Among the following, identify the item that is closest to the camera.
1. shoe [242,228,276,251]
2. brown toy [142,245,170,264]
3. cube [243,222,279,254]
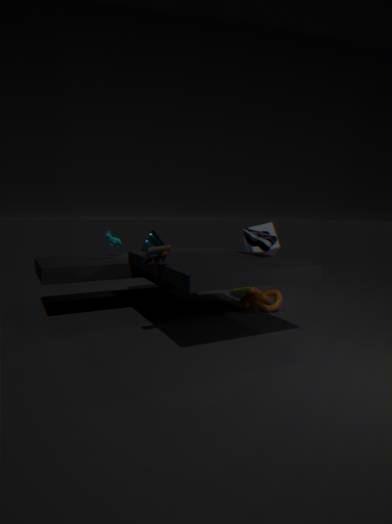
brown toy [142,245,170,264]
